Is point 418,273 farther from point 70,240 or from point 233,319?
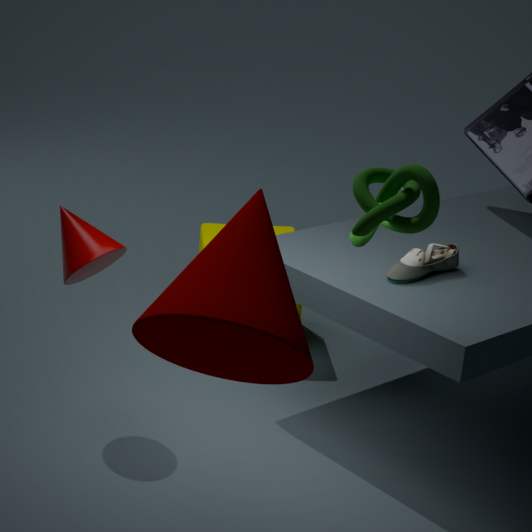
point 70,240
